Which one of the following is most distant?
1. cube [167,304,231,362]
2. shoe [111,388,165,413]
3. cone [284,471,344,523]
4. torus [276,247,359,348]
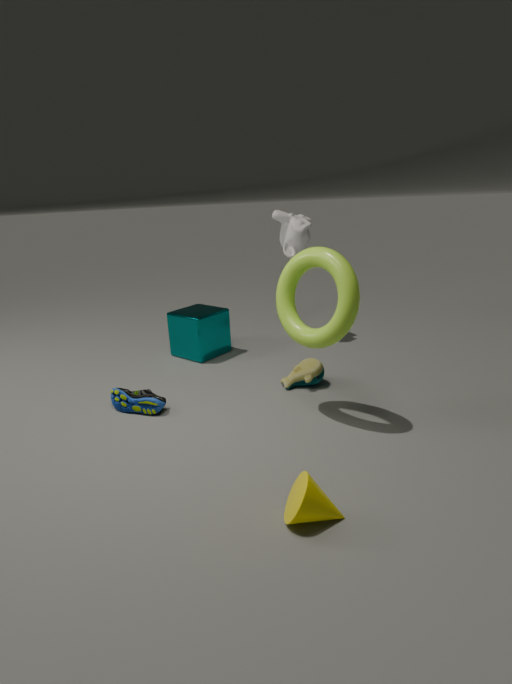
cube [167,304,231,362]
